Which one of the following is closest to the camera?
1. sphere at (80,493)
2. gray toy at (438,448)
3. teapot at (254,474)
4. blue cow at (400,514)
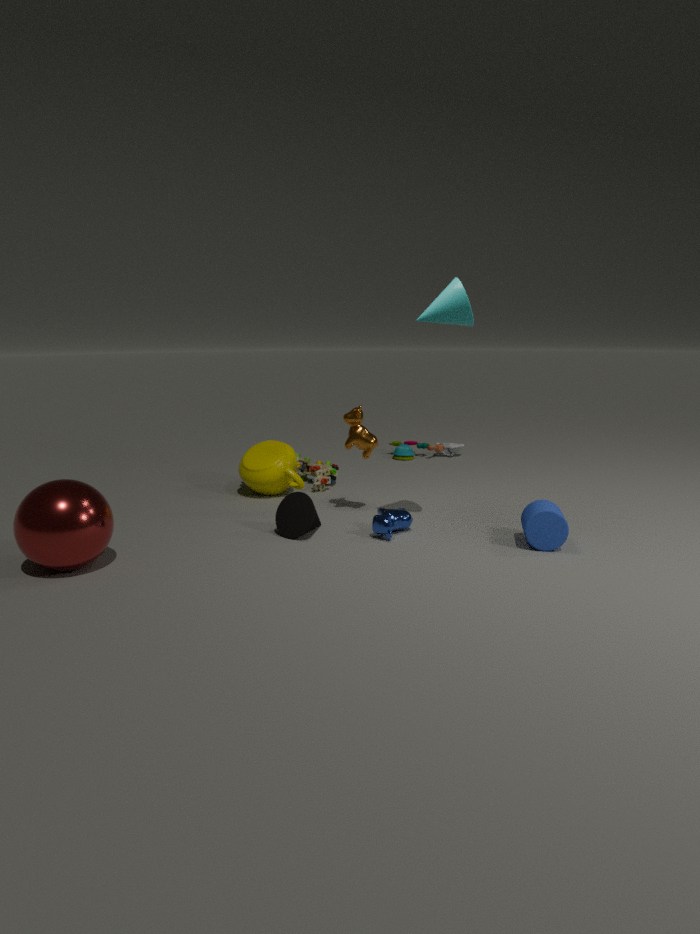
sphere at (80,493)
